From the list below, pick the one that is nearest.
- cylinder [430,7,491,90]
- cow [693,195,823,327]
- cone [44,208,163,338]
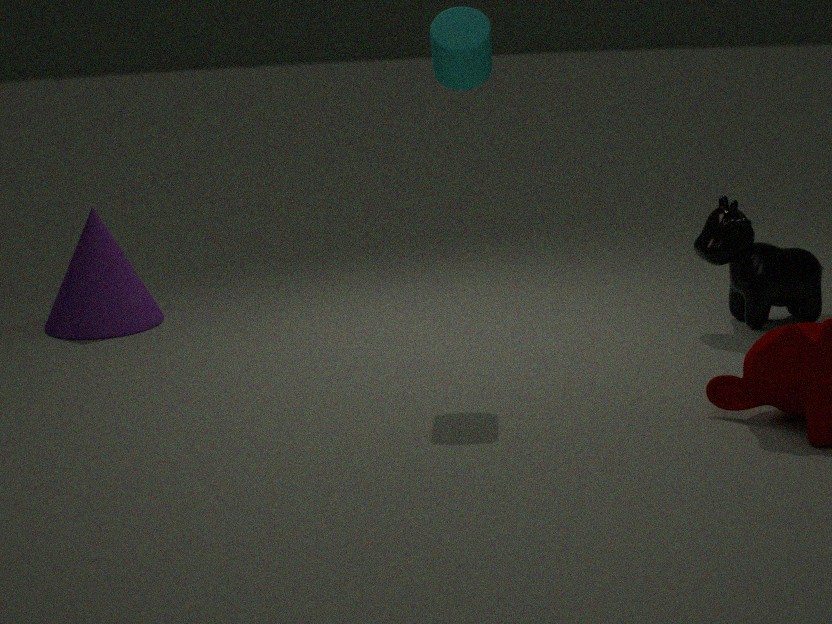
cylinder [430,7,491,90]
